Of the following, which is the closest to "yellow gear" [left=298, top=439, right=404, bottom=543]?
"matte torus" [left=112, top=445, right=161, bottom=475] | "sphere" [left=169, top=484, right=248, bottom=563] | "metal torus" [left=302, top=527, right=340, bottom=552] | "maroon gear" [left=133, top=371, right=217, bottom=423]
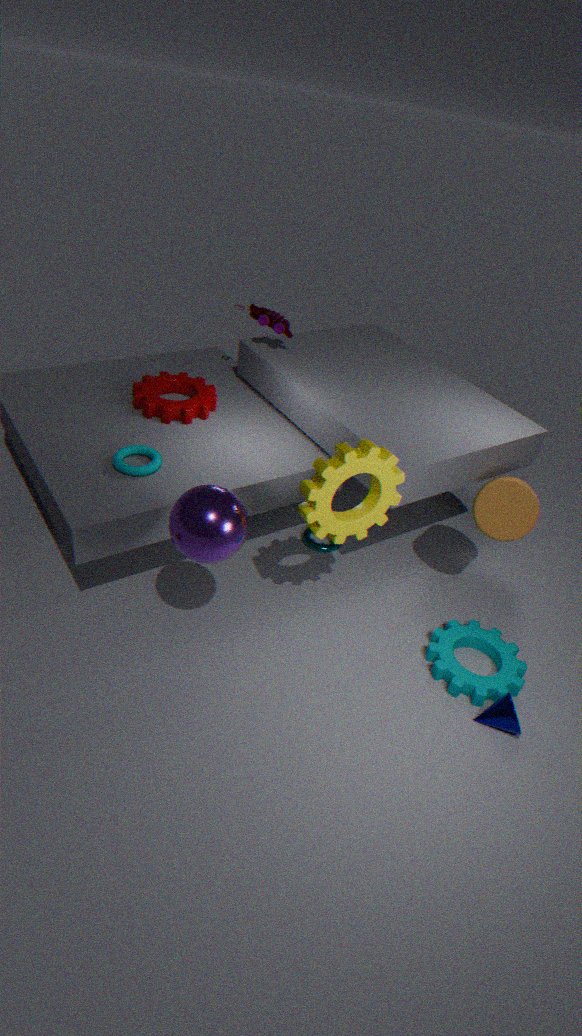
"sphere" [left=169, top=484, right=248, bottom=563]
